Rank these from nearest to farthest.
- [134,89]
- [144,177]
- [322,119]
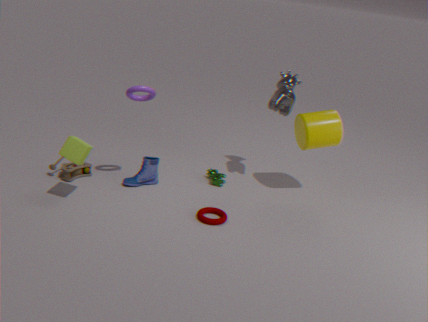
[134,89]
[322,119]
[144,177]
